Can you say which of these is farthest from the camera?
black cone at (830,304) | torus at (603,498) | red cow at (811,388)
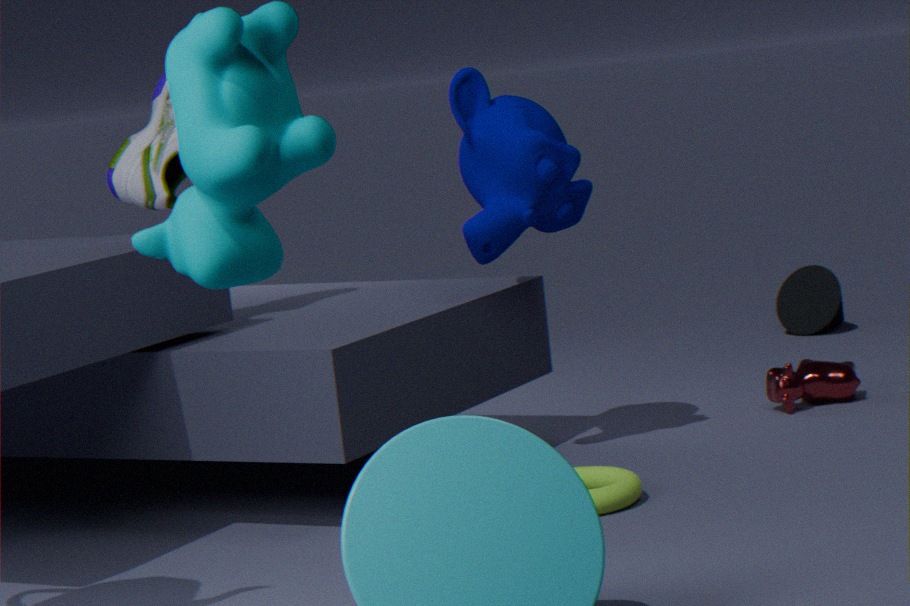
black cone at (830,304)
